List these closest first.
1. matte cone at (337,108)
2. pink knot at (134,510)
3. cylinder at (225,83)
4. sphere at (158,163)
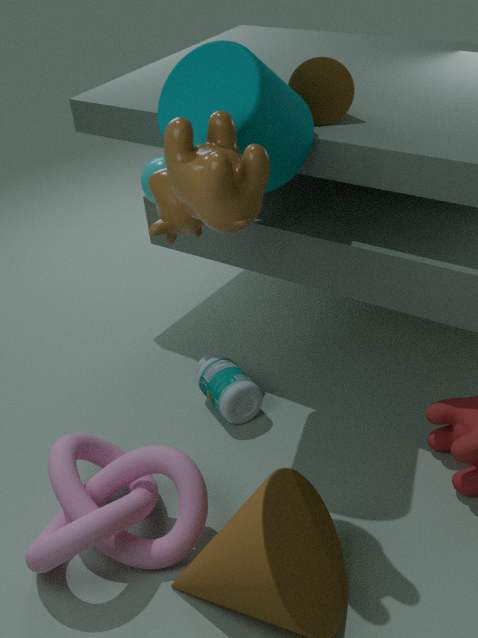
pink knot at (134,510)
cylinder at (225,83)
matte cone at (337,108)
sphere at (158,163)
